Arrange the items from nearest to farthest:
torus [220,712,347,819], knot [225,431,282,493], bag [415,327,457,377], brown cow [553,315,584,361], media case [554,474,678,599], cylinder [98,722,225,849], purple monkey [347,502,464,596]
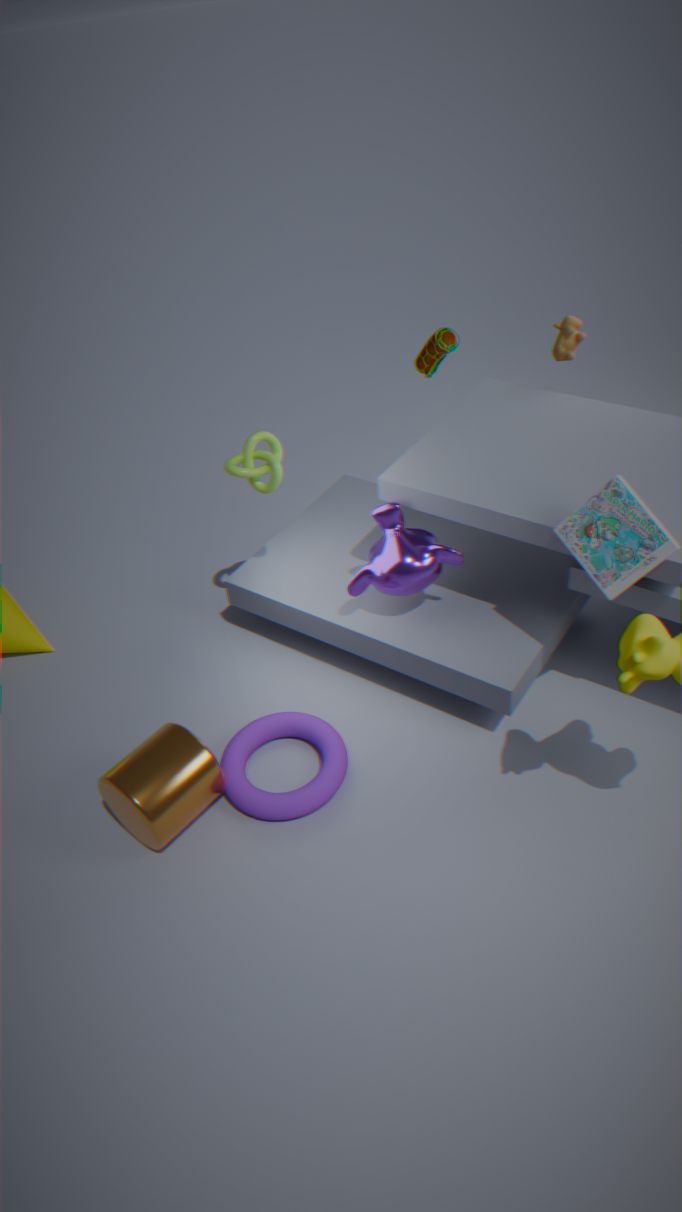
media case [554,474,678,599]
cylinder [98,722,225,849]
torus [220,712,347,819]
purple monkey [347,502,464,596]
knot [225,431,282,493]
bag [415,327,457,377]
brown cow [553,315,584,361]
